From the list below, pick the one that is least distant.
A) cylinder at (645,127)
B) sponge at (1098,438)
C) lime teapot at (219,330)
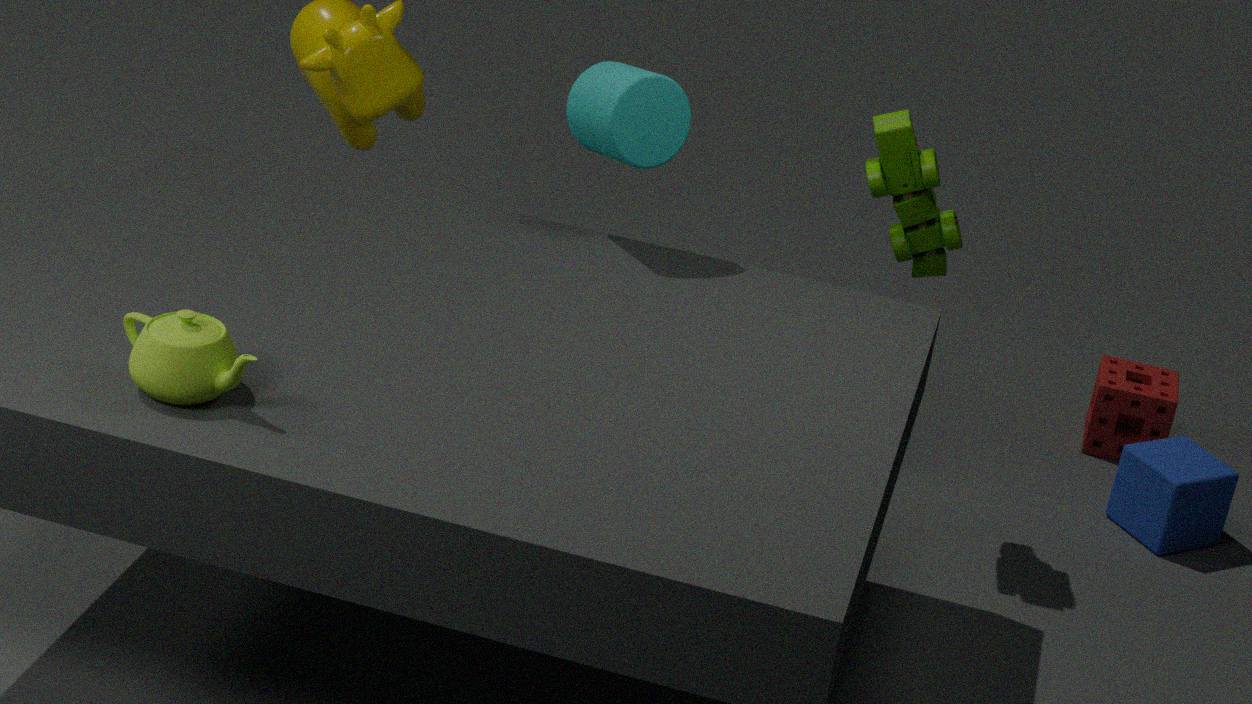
lime teapot at (219,330)
